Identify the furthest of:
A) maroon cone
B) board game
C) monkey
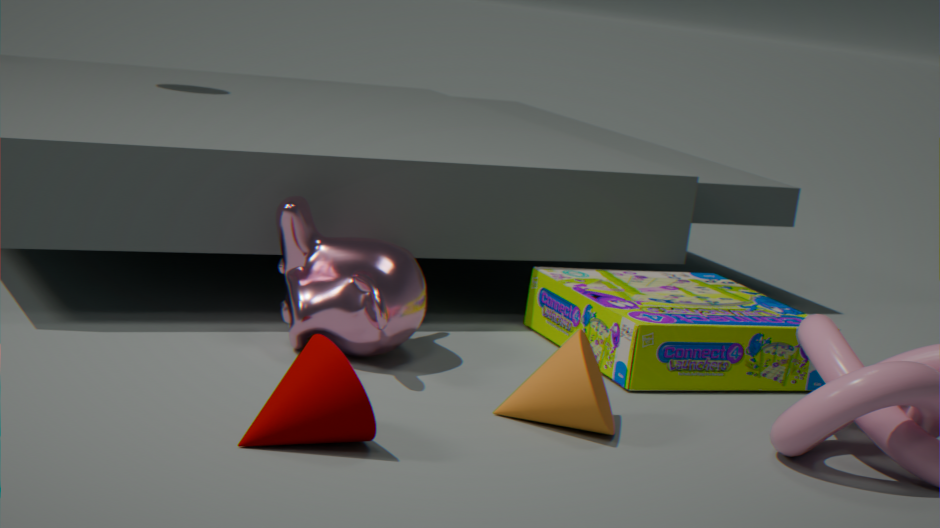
board game
